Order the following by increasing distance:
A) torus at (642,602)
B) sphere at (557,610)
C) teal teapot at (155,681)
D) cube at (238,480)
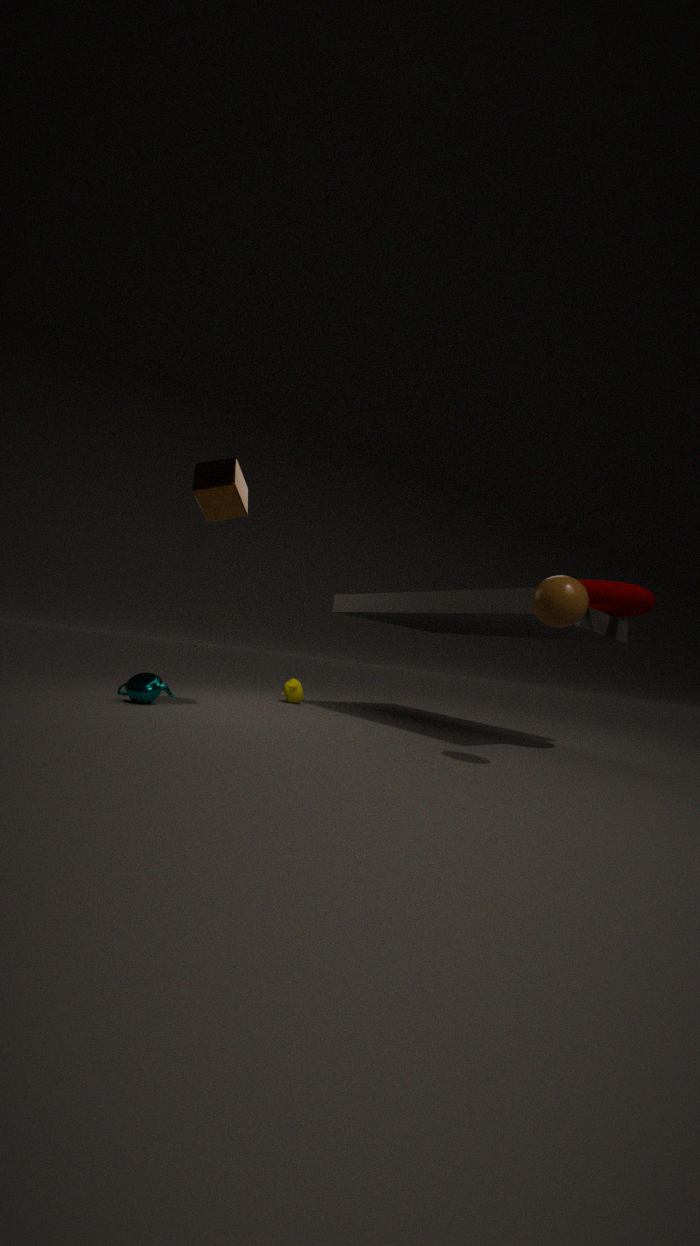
sphere at (557,610) < cube at (238,480) < torus at (642,602) < teal teapot at (155,681)
